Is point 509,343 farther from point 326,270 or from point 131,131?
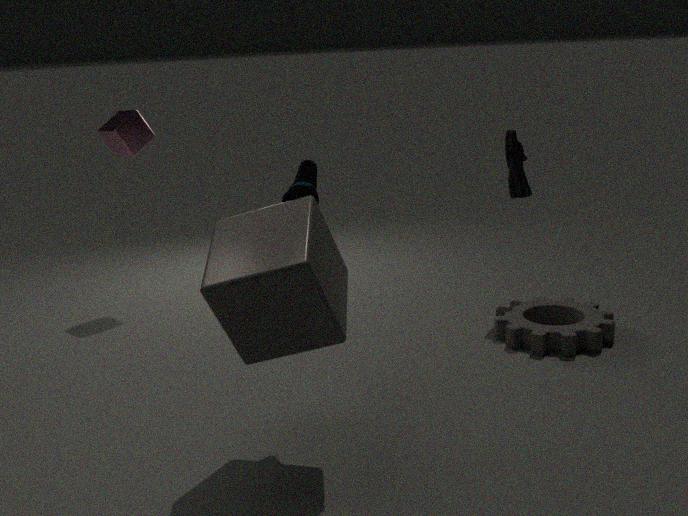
point 131,131
